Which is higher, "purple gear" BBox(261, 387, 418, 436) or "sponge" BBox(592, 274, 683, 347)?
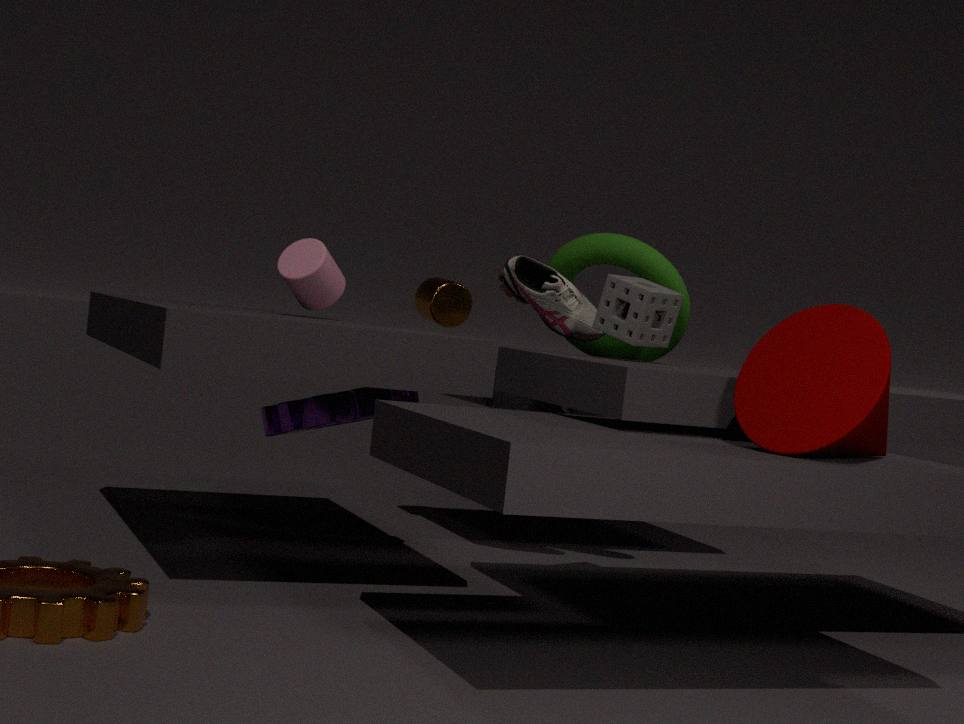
"sponge" BBox(592, 274, 683, 347)
